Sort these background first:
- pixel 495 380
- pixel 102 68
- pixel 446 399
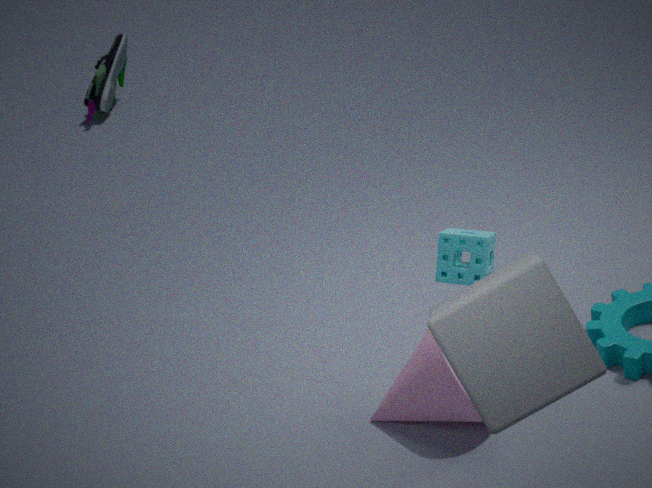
pixel 102 68, pixel 446 399, pixel 495 380
